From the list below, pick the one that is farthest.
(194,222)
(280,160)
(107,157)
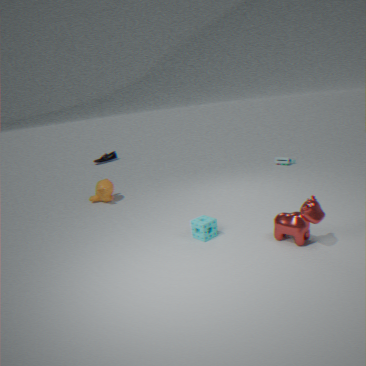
(107,157)
